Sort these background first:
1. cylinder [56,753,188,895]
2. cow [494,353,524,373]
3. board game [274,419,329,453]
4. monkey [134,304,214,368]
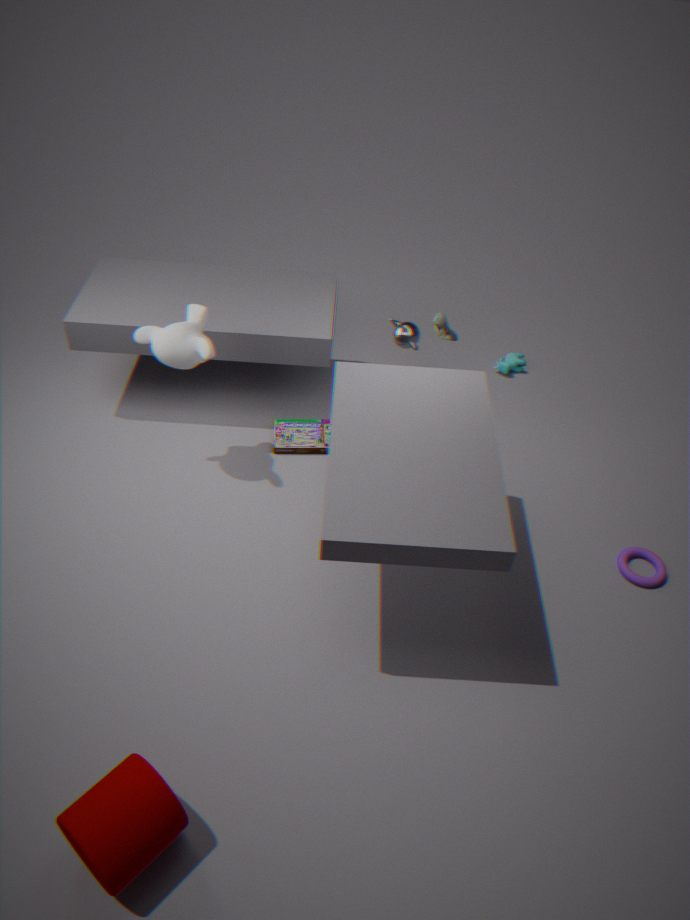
1. cow [494,353,524,373]
2. board game [274,419,329,453]
3. monkey [134,304,214,368]
4. cylinder [56,753,188,895]
